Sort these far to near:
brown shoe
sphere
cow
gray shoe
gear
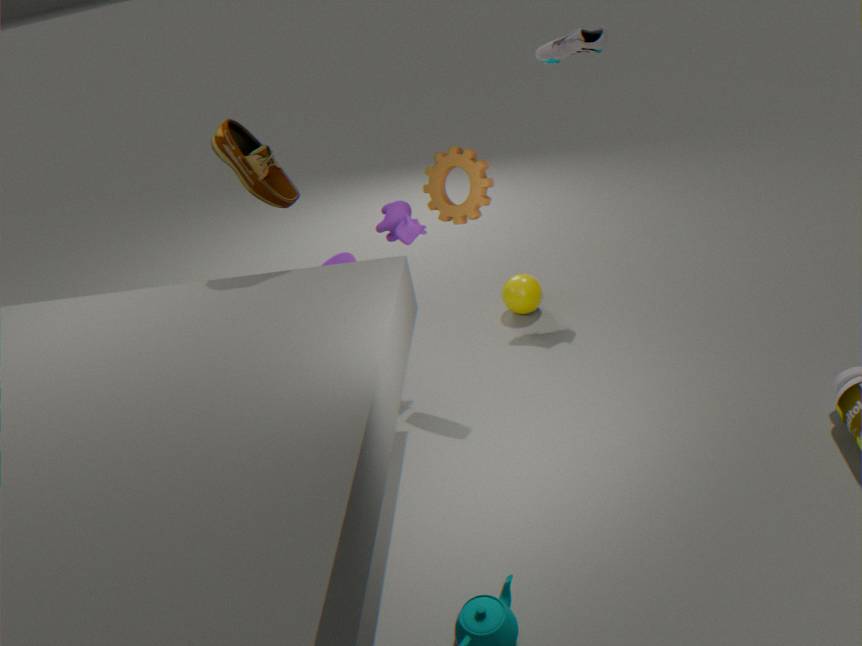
sphere
gray shoe
cow
gear
brown shoe
